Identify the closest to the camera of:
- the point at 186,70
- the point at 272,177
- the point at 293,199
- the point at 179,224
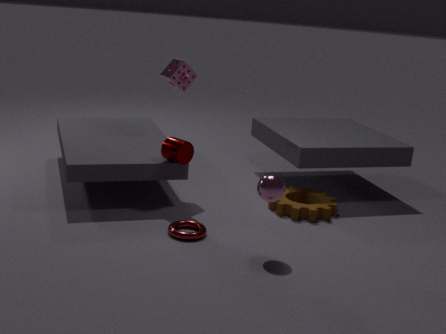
the point at 272,177
